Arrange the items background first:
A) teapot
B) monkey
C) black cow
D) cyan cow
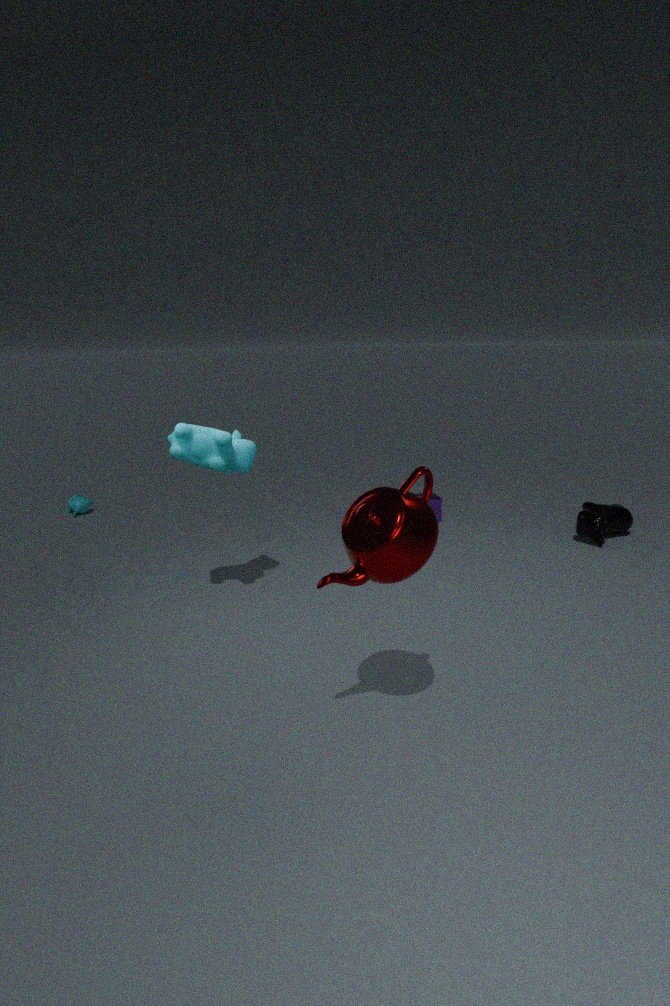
monkey < black cow < cyan cow < teapot
